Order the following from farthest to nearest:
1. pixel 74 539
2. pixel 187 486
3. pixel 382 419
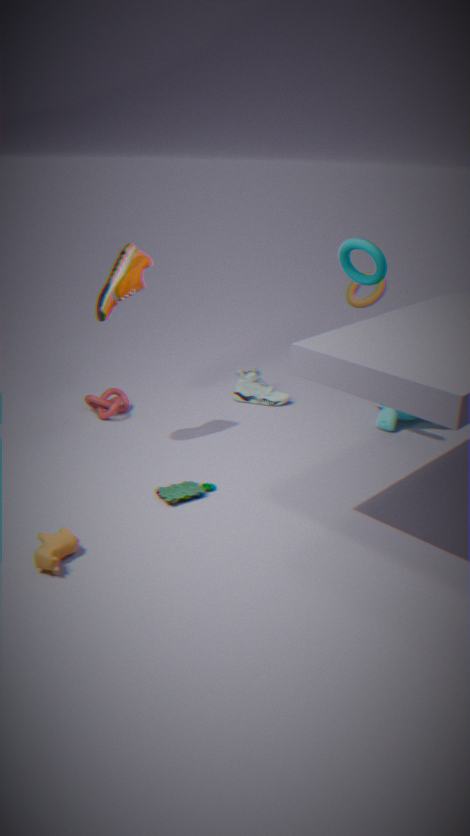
pixel 382 419, pixel 187 486, pixel 74 539
